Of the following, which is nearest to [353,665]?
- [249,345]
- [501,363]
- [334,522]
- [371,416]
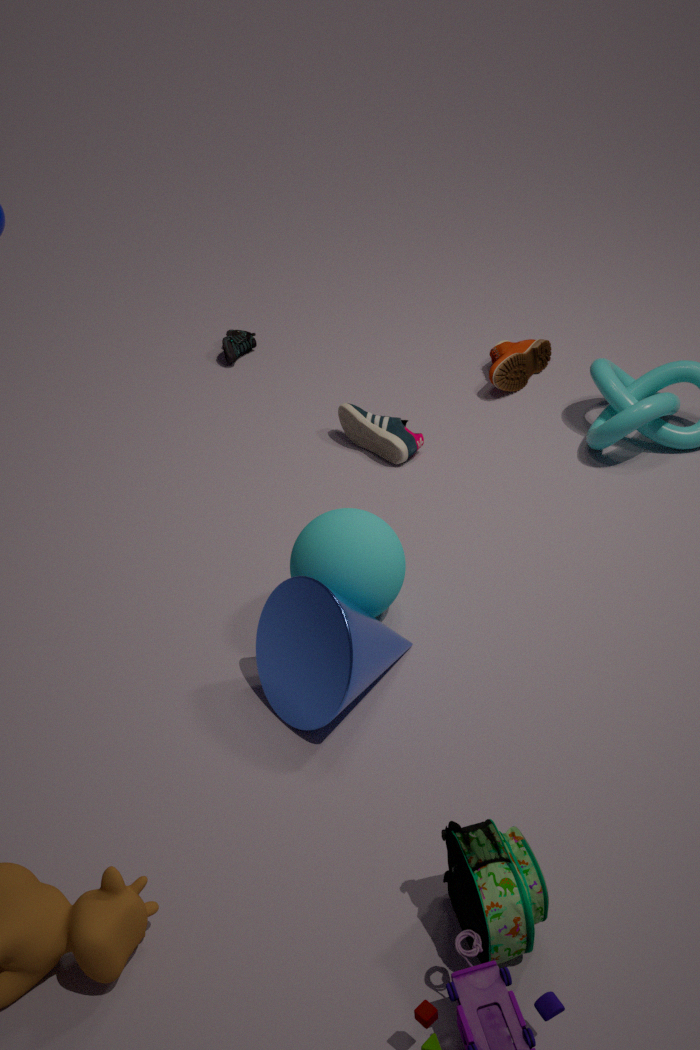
[334,522]
